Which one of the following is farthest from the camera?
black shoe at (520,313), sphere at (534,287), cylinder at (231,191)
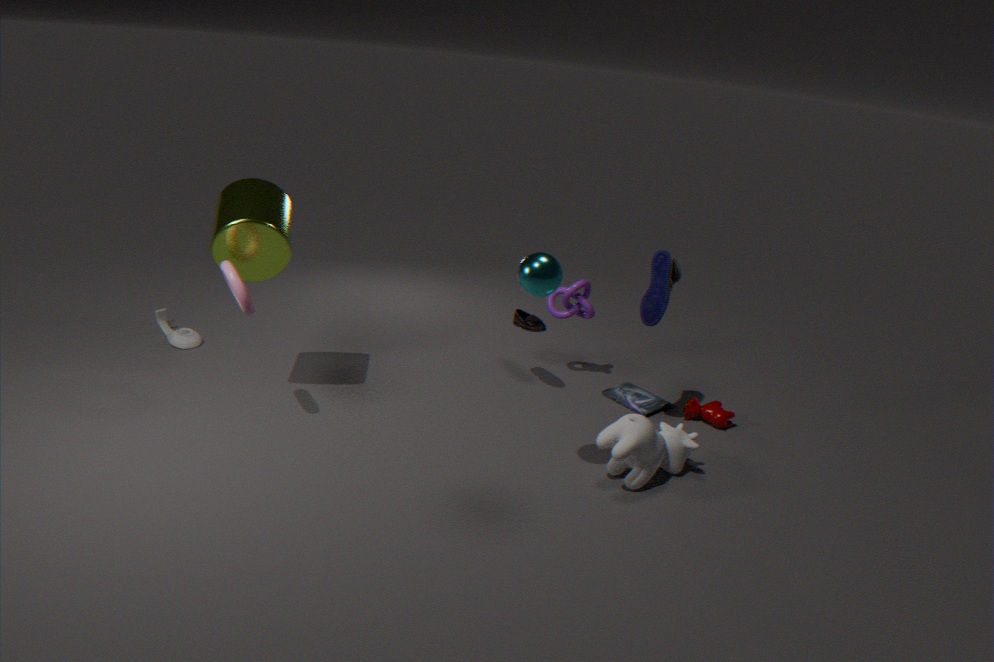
black shoe at (520,313)
